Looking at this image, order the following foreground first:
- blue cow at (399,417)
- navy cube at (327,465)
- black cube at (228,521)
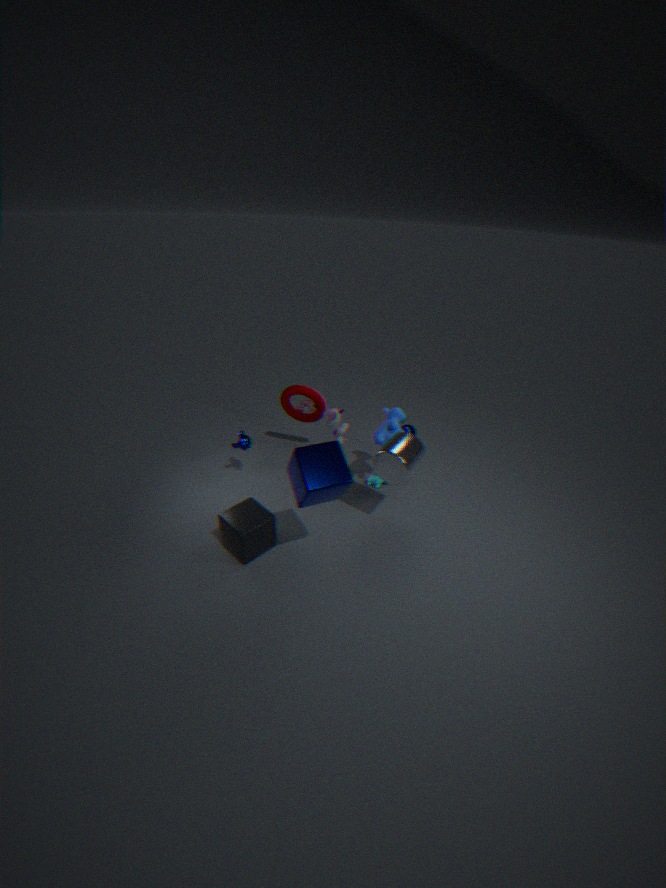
navy cube at (327,465)
black cube at (228,521)
blue cow at (399,417)
